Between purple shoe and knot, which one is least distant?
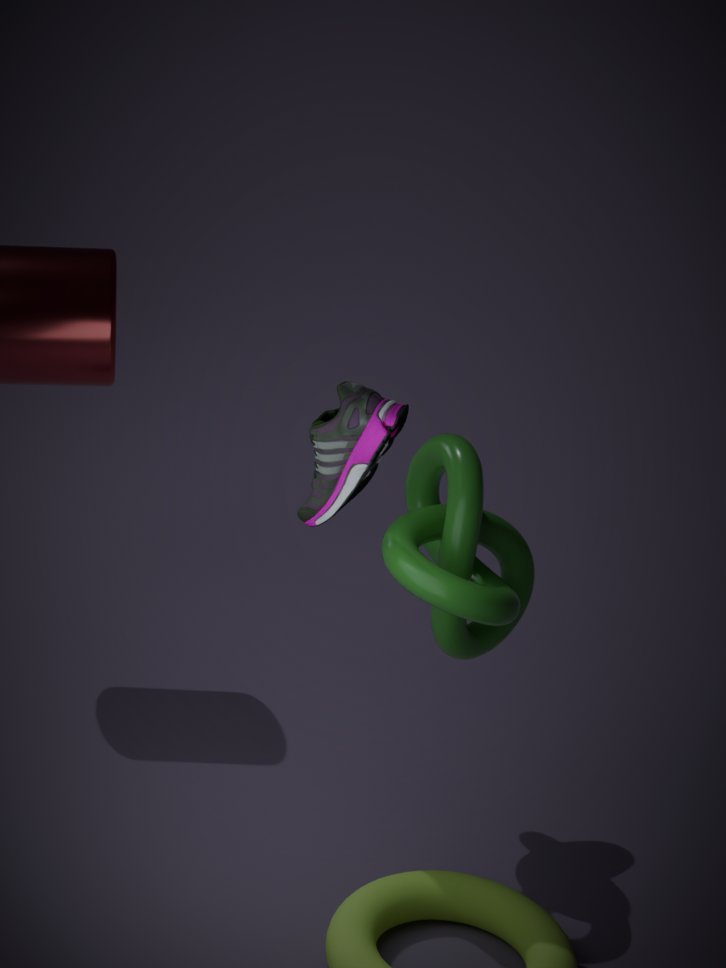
purple shoe
